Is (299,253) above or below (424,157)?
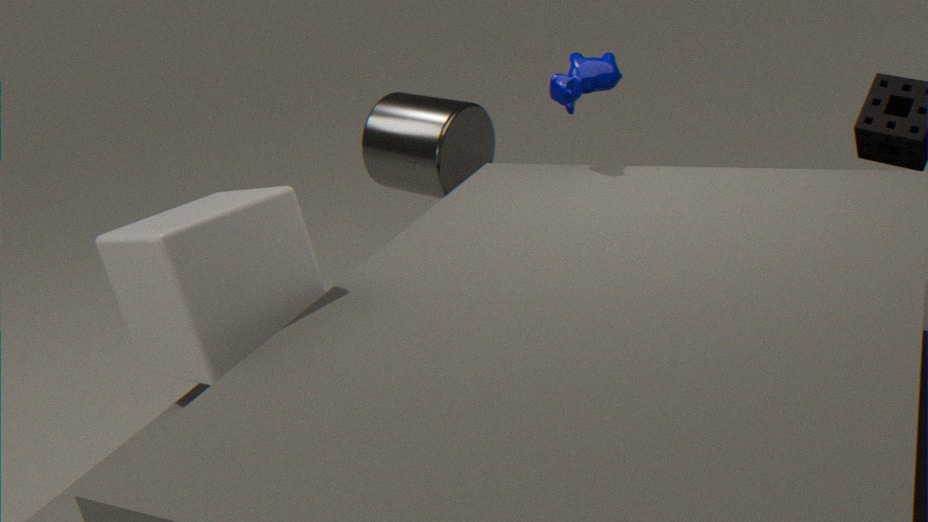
above
